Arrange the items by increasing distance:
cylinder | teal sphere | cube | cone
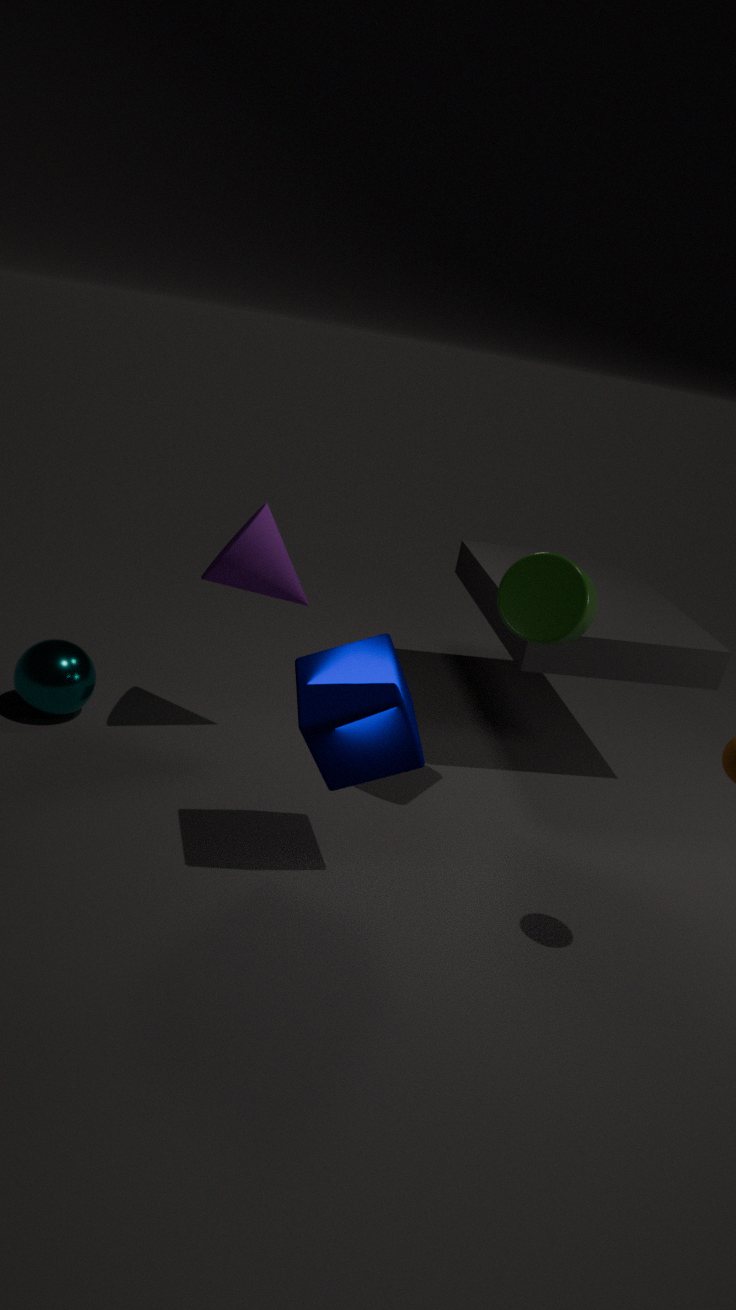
cube, cylinder, cone, teal sphere
